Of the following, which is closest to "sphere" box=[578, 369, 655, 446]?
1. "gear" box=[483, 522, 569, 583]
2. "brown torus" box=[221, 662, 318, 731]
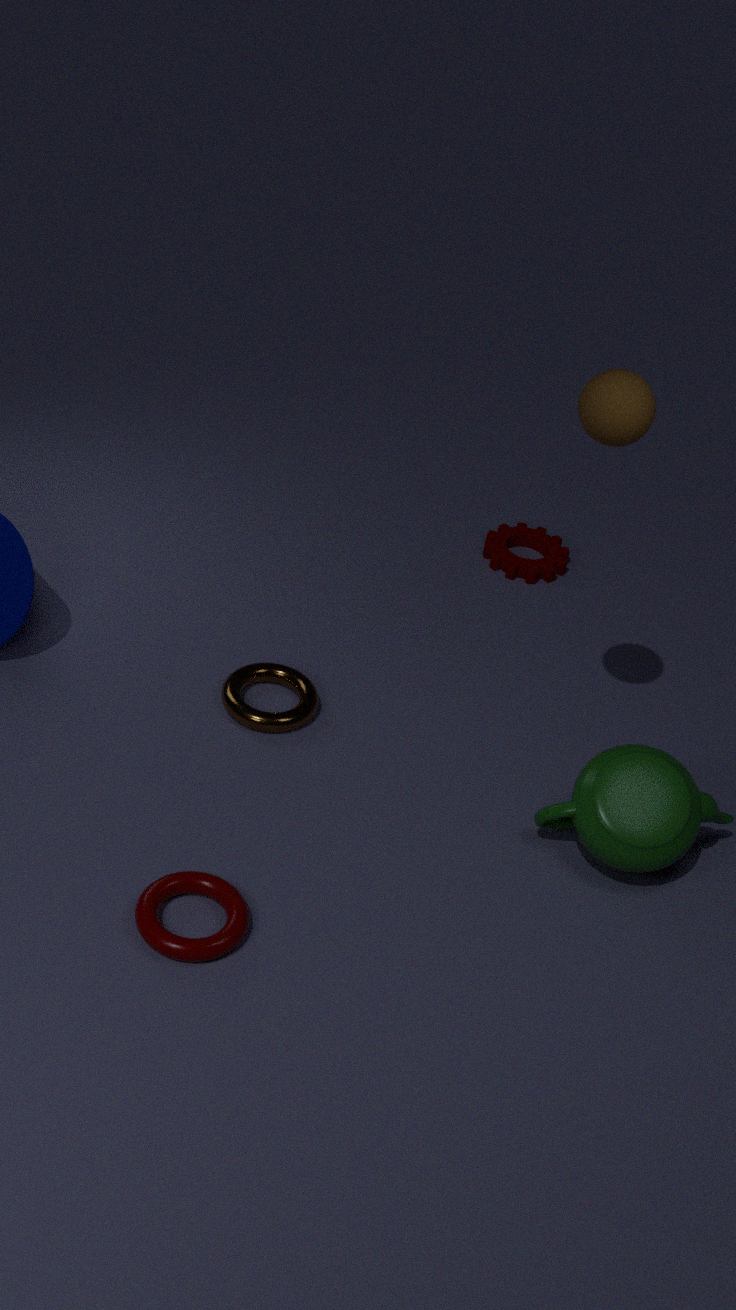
"brown torus" box=[221, 662, 318, 731]
